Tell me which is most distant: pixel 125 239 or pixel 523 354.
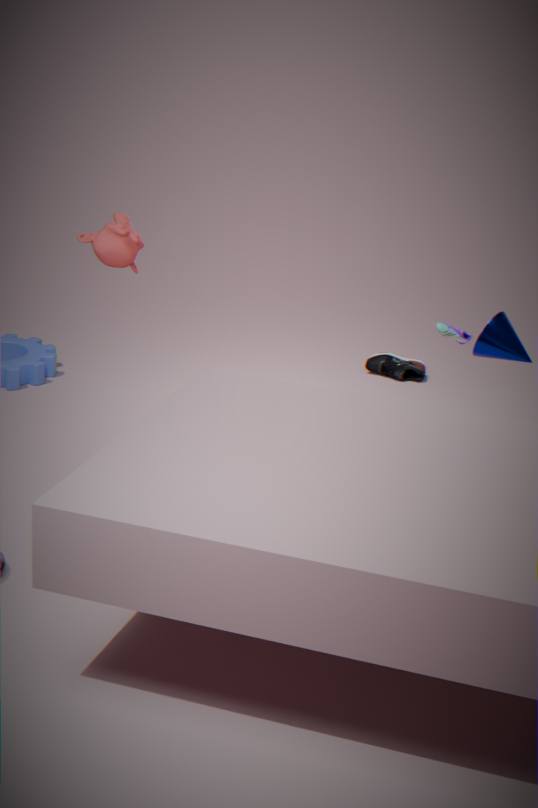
pixel 523 354
